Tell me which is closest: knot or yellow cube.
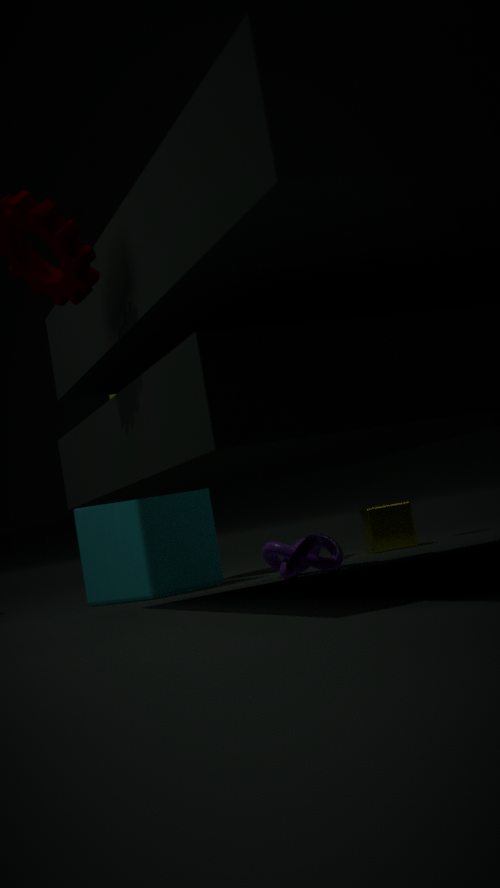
knot
